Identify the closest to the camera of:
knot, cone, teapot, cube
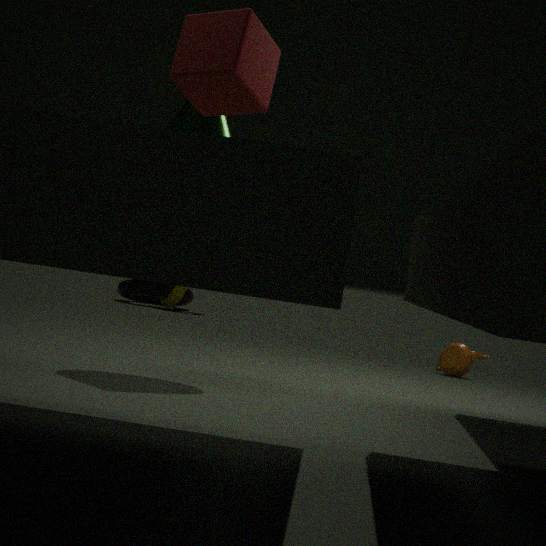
cube
